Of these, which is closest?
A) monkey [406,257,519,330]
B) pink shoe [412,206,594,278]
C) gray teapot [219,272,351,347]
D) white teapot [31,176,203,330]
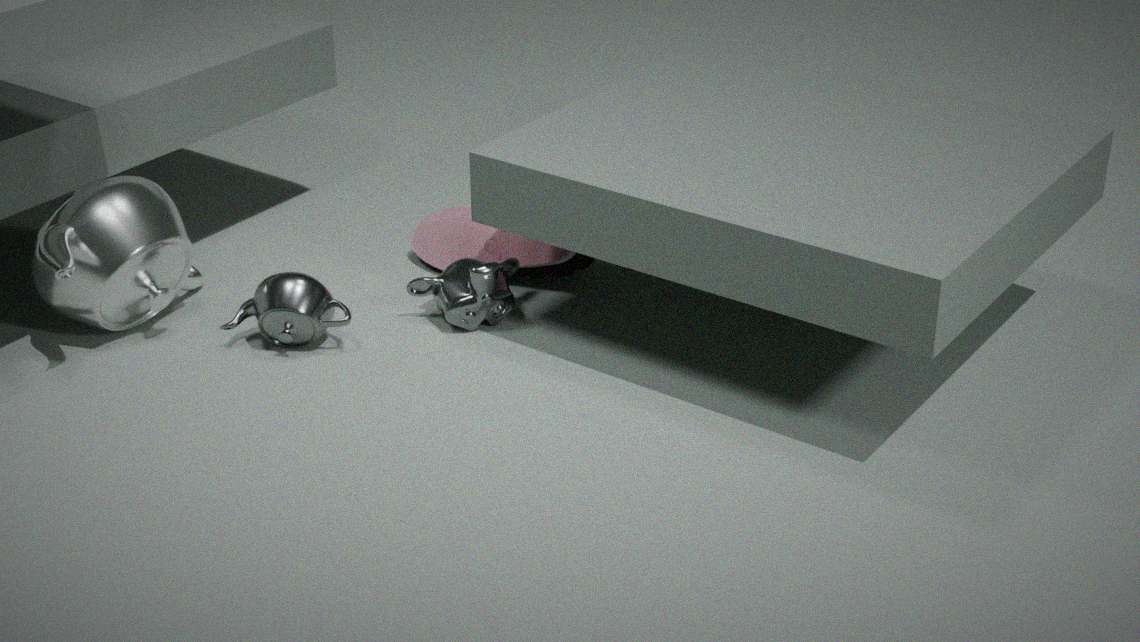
white teapot [31,176,203,330]
